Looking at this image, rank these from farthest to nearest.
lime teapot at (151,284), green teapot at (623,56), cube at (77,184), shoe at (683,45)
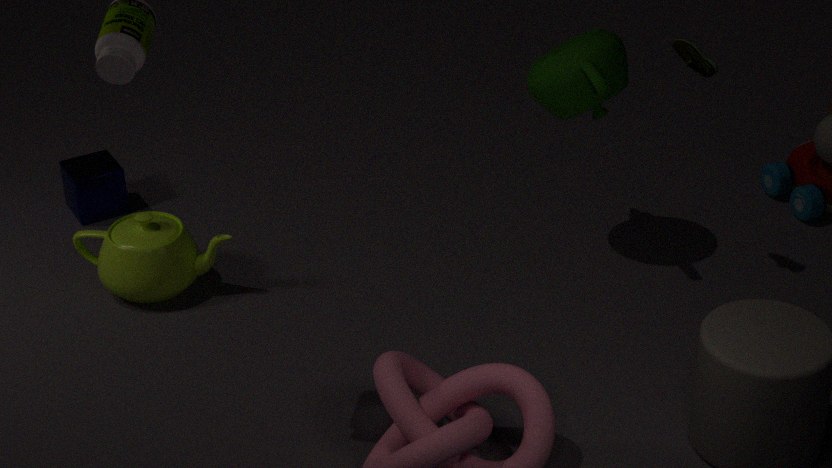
1. cube at (77,184)
2. lime teapot at (151,284)
3. green teapot at (623,56)
4. shoe at (683,45)
